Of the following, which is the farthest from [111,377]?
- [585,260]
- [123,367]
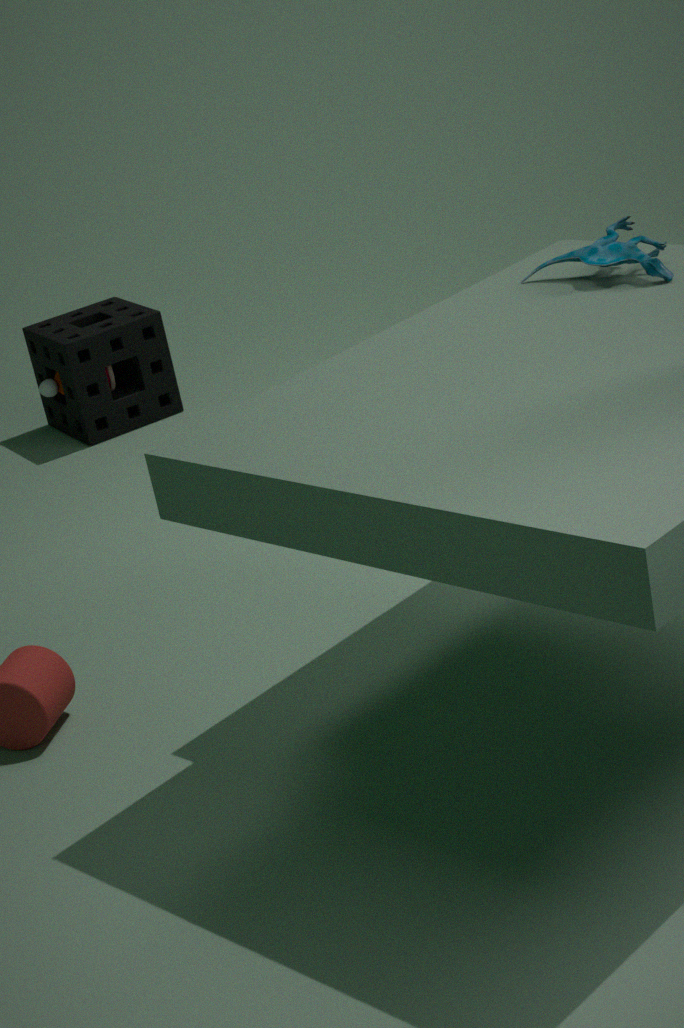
[585,260]
